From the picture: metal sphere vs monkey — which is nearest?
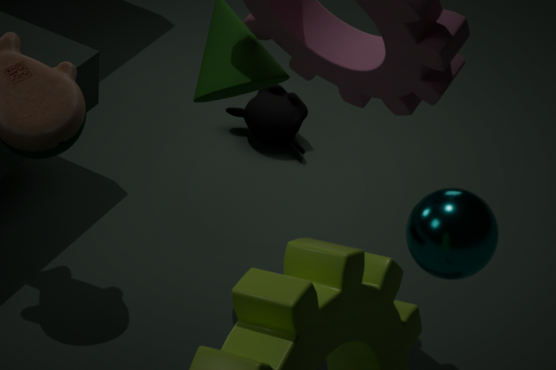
metal sphere
